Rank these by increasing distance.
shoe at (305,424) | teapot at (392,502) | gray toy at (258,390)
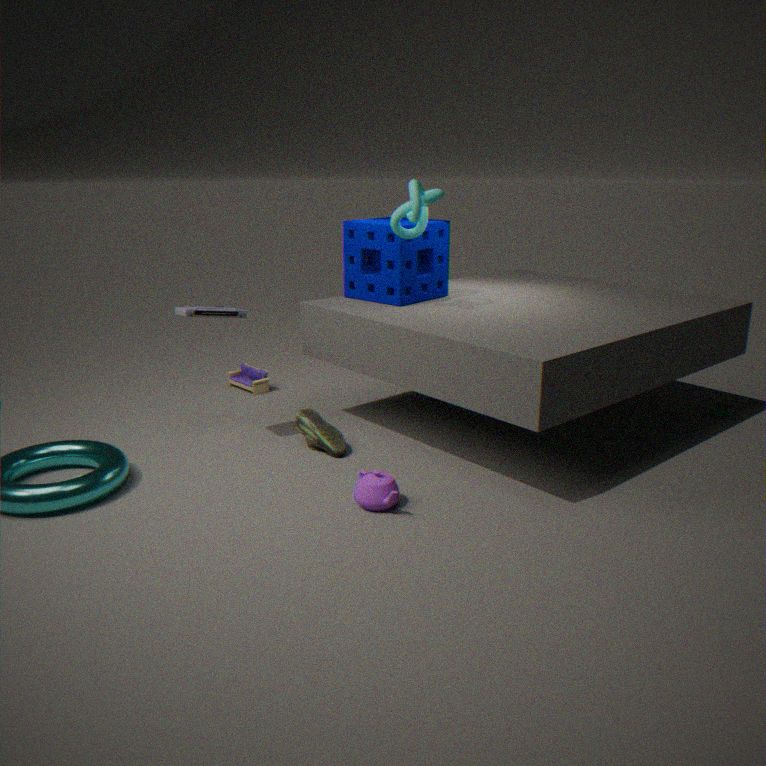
teapot at (392,502) → shoe at (305,424) → gray toy at (258,390)
